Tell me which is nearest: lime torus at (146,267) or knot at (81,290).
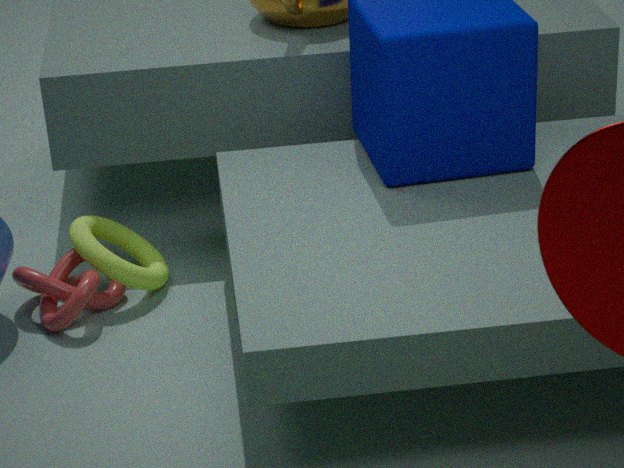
knot at (81,290)
